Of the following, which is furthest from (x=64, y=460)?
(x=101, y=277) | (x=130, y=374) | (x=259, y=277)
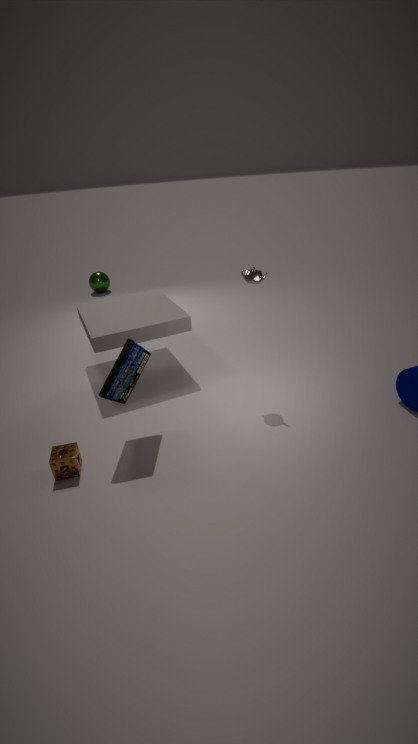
(x=101, y=277)
